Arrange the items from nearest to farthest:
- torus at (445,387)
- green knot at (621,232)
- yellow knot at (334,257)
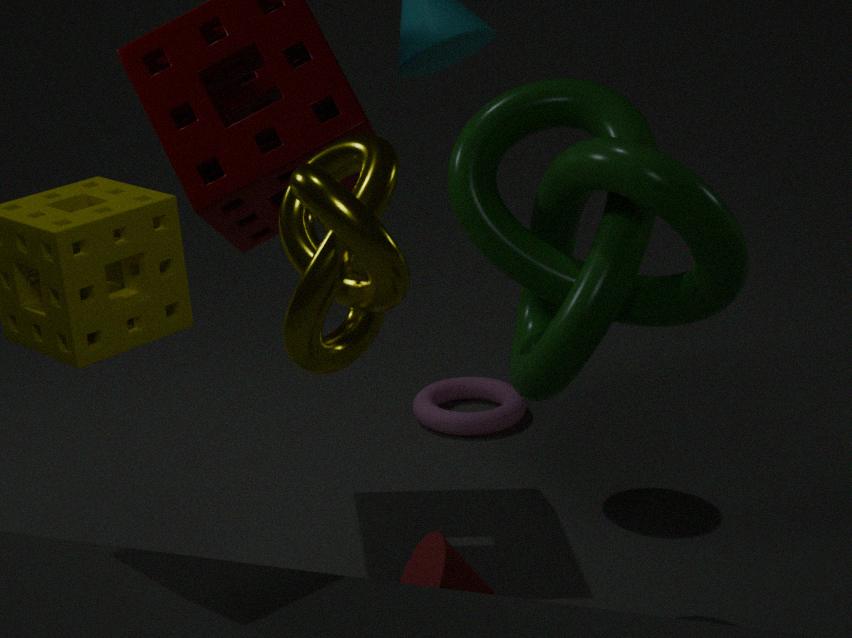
yellow knot at (334,257), green knot at (621,232), torus at (445,387)
